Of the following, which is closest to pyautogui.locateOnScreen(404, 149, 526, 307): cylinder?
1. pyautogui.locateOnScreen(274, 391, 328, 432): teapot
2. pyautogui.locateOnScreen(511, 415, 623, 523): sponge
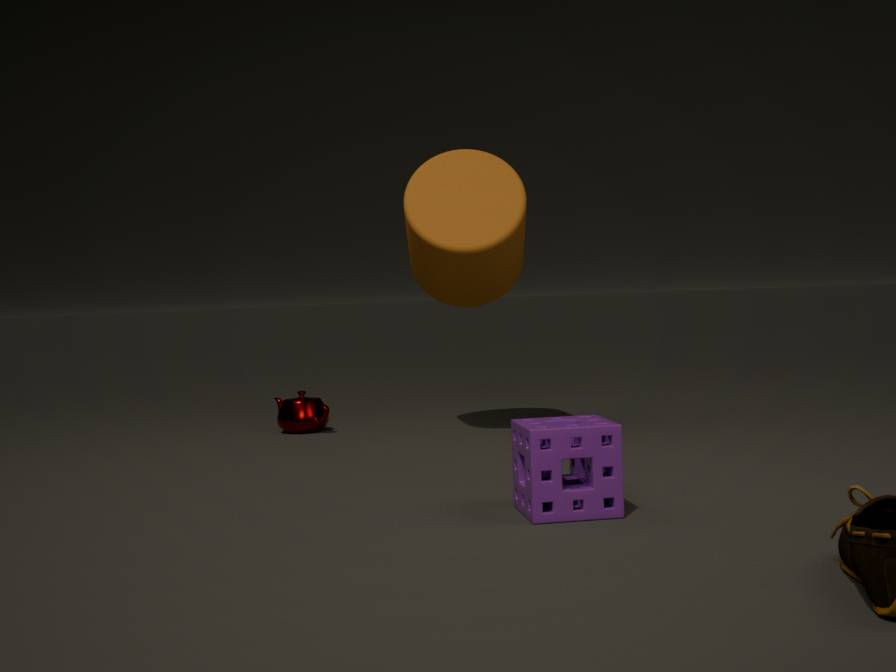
pyautogui.locateOnScreen(274, 391, 328, 432): teapot
